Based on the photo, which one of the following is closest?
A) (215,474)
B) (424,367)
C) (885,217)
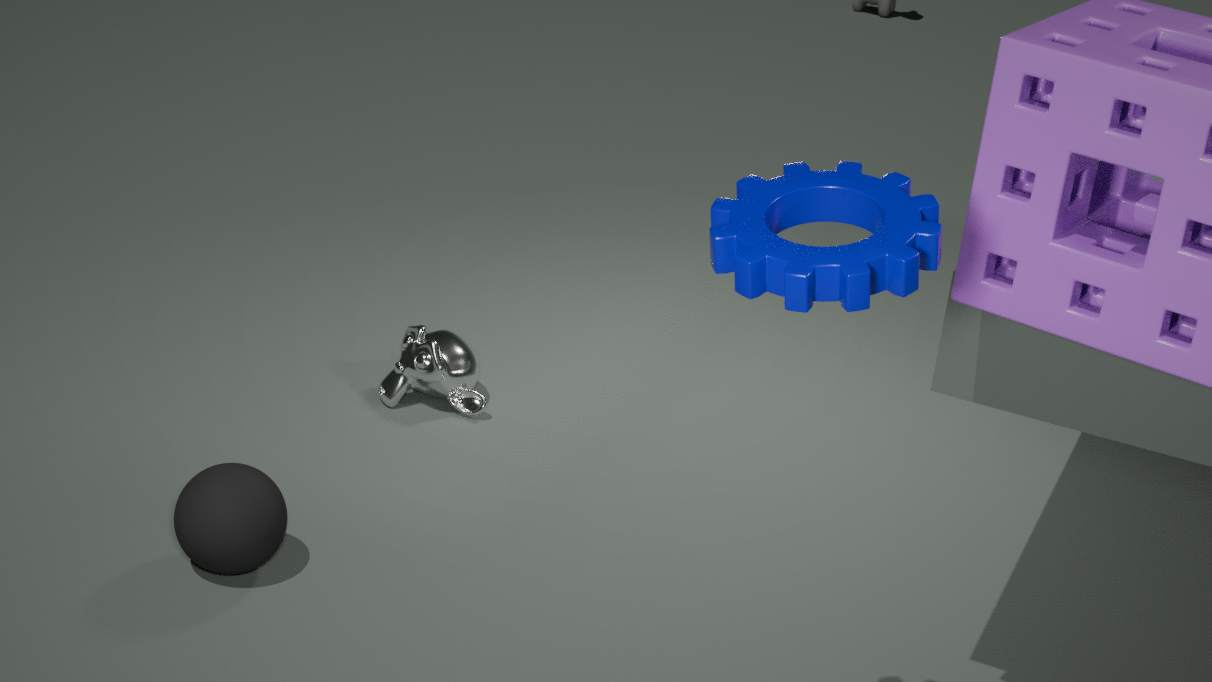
(885,217)
